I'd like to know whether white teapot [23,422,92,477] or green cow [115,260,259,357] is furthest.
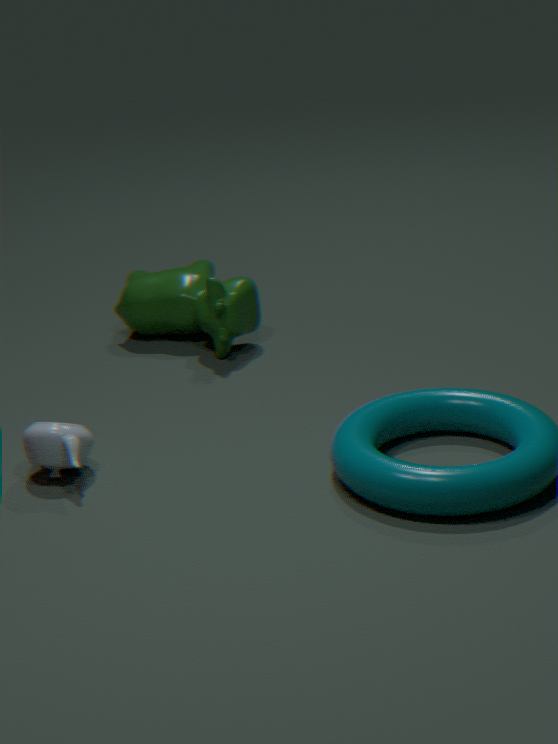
green cow [115,260,259,357]
